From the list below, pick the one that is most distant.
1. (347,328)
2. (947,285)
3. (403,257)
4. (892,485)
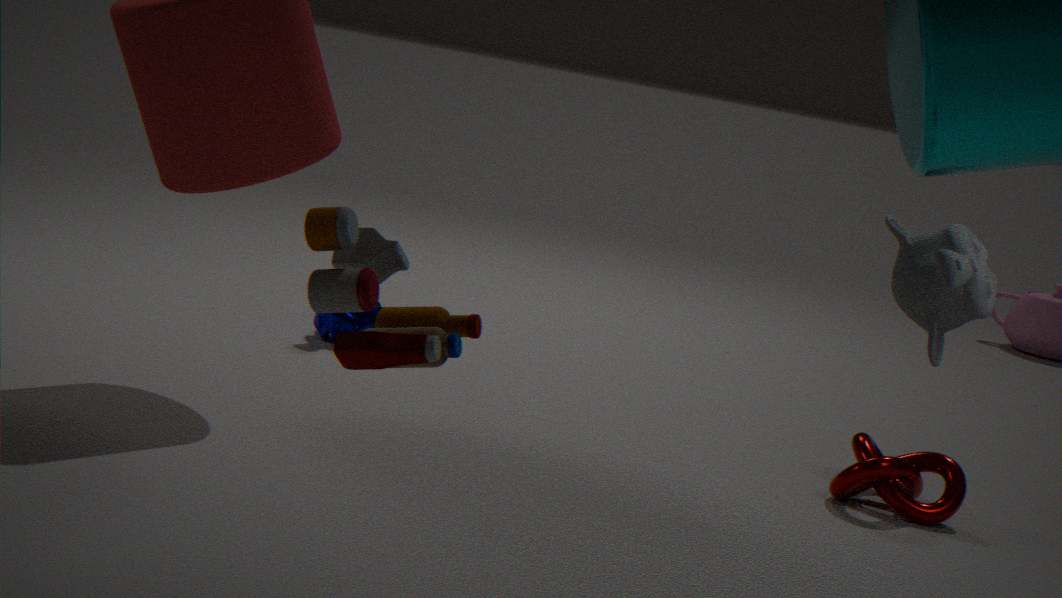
(347,328)
